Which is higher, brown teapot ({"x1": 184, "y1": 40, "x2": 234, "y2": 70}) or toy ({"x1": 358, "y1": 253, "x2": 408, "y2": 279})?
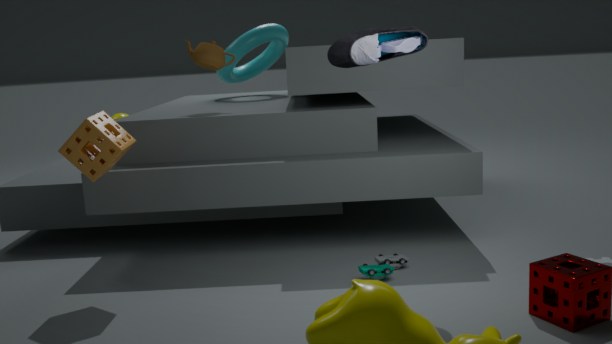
brown teapot ({"x1": 184, "y1": 40, "x2": 234, "y2": 70})
